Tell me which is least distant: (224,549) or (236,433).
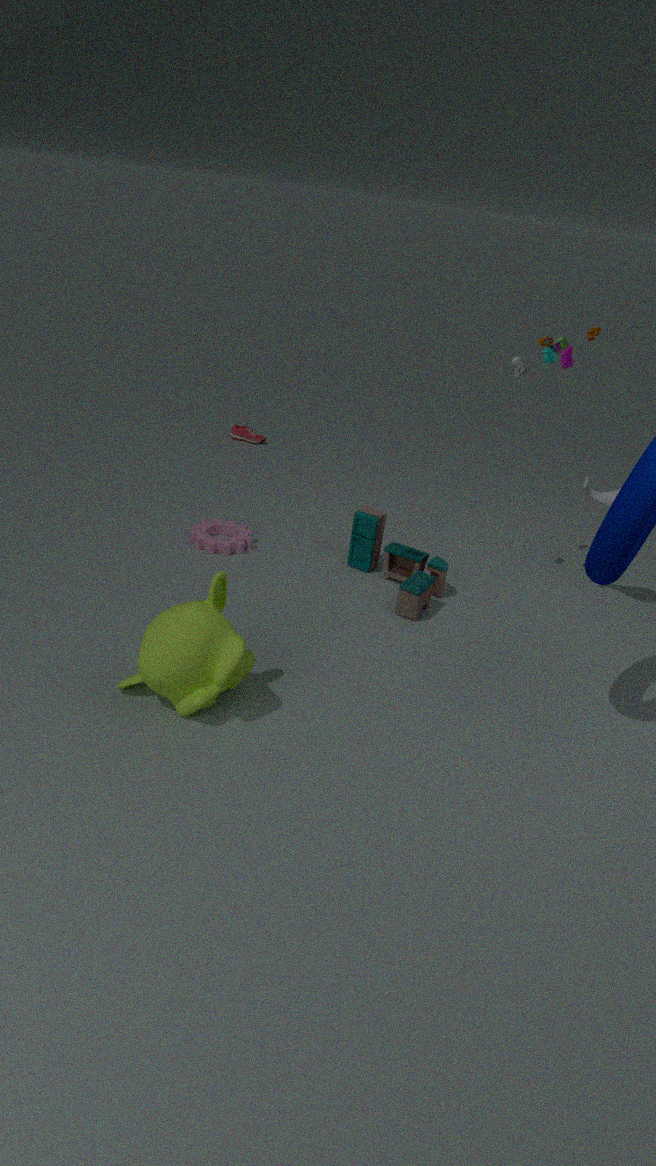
(224,549)
